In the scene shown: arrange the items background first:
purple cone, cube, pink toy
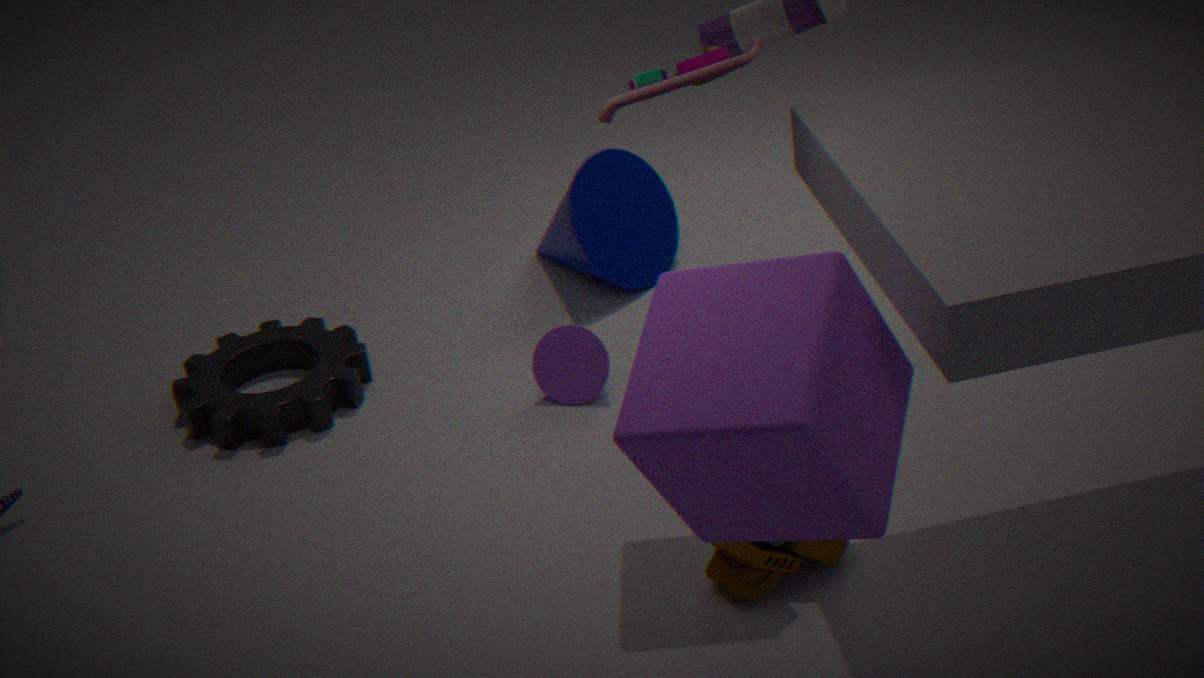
purple cone → pink toy → cube
